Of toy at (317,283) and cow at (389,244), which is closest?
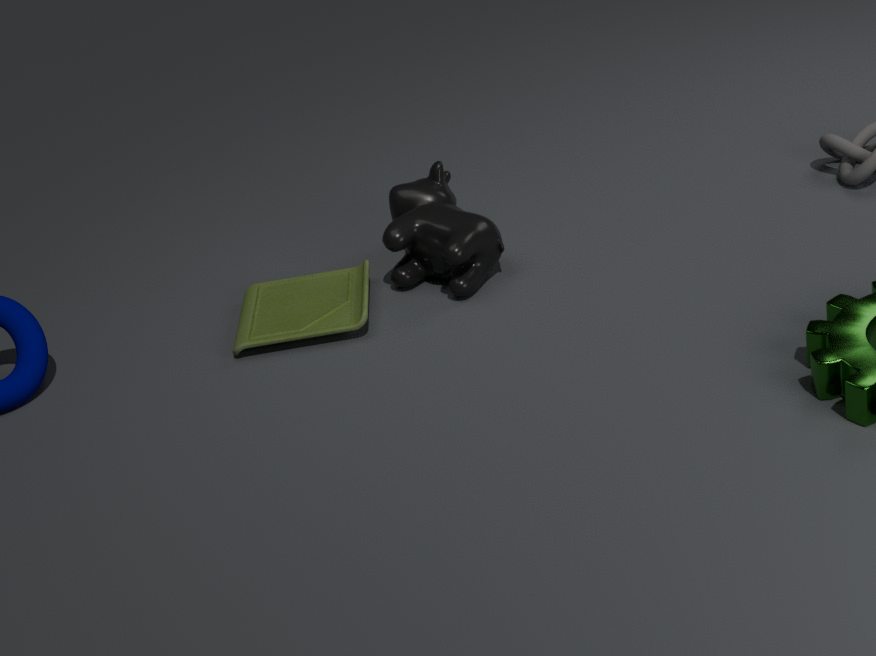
toy at (317,283)
